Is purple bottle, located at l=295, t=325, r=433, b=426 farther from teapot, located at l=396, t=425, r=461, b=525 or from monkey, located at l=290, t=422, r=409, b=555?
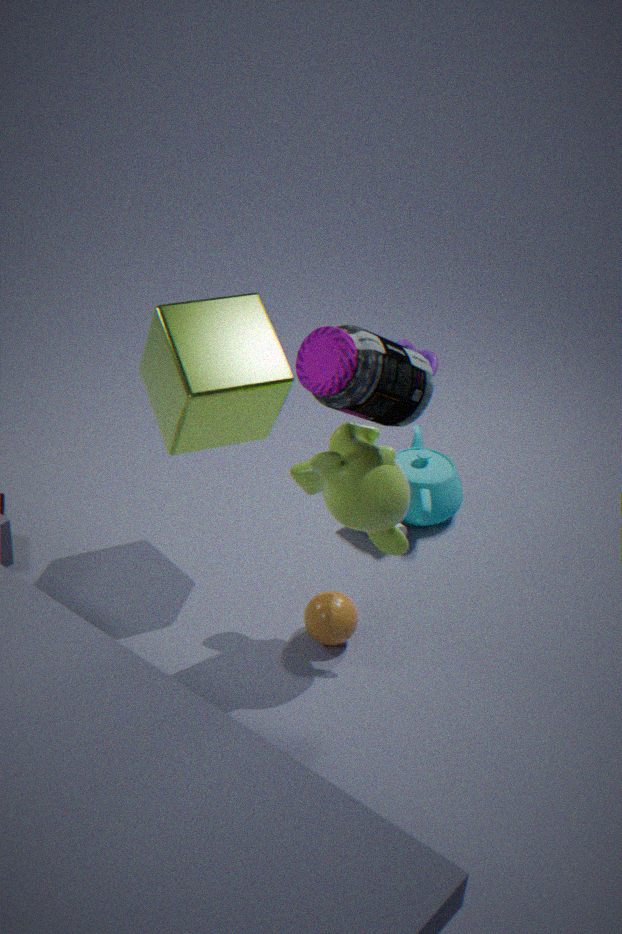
teapot, located at l=396, t=425, r=461, b=525
